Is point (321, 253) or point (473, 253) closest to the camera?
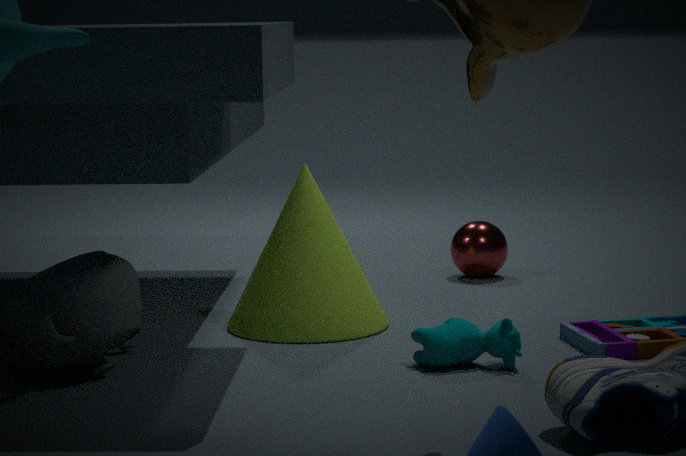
point (321, 253)
